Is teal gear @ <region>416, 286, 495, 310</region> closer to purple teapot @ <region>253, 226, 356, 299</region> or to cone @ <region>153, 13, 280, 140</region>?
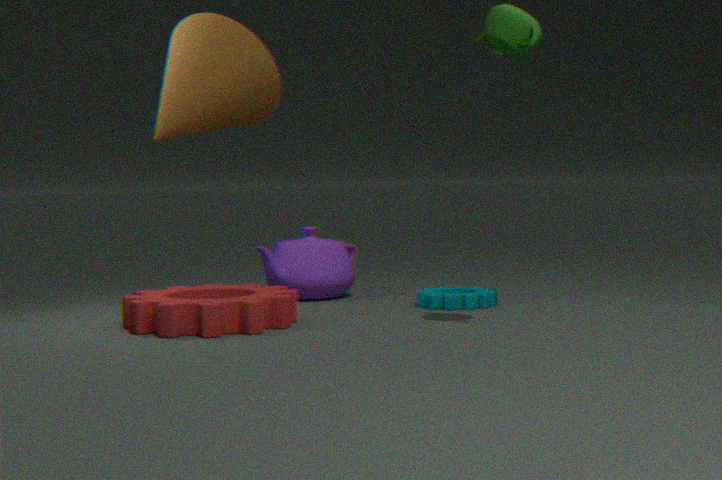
purple teapot @ <region>253, 226, 356, 299</region>
